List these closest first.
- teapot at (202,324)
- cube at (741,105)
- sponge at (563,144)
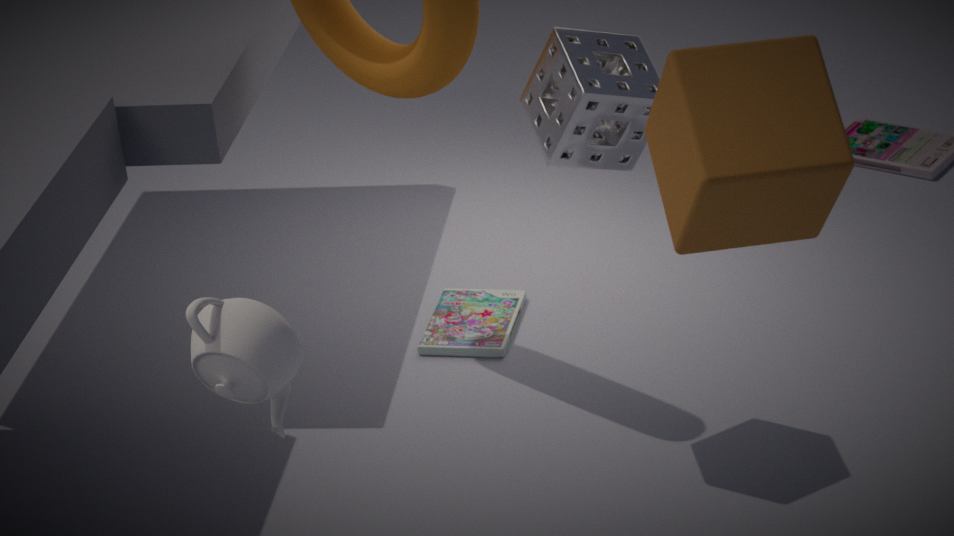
cube at (741,105) → teapot at (202,324) → sponge at (563,144)
